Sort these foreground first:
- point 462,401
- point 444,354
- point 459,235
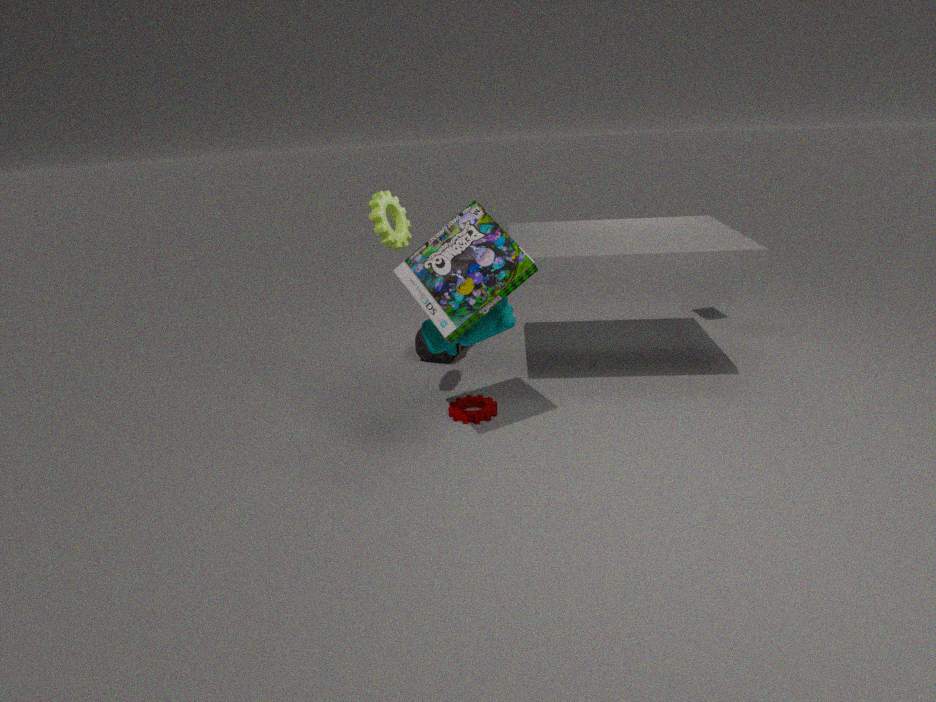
1. point 459,235
2. point 462,401
3. point 444,354
